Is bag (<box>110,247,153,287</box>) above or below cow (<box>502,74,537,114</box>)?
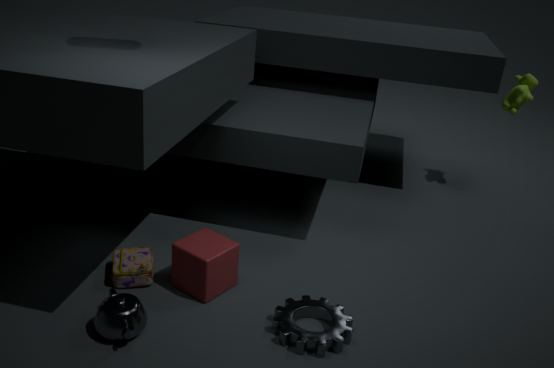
below
